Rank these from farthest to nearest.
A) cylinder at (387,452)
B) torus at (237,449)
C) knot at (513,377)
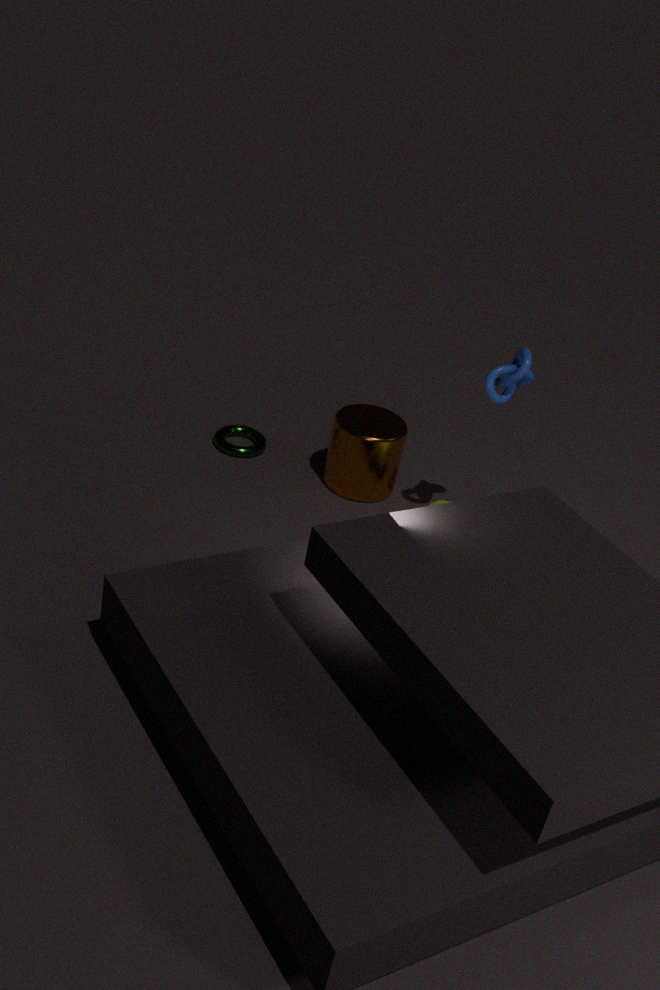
B. torus at (237,449) < A. cylinder at (387,452) < C. knot at (513,377)
